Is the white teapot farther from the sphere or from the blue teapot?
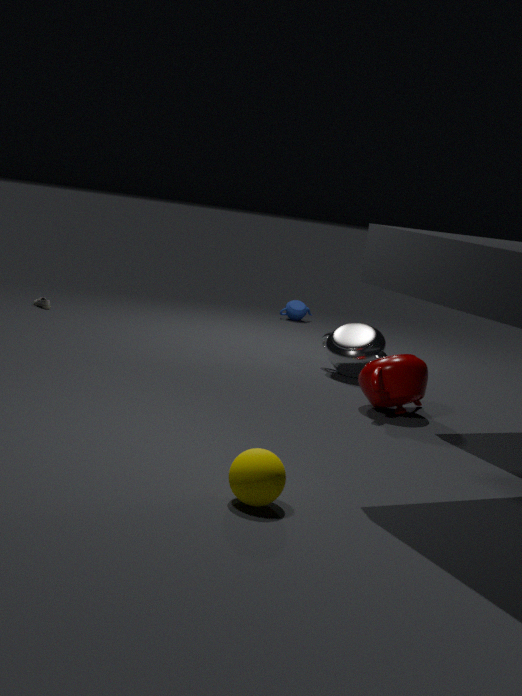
the sphere
